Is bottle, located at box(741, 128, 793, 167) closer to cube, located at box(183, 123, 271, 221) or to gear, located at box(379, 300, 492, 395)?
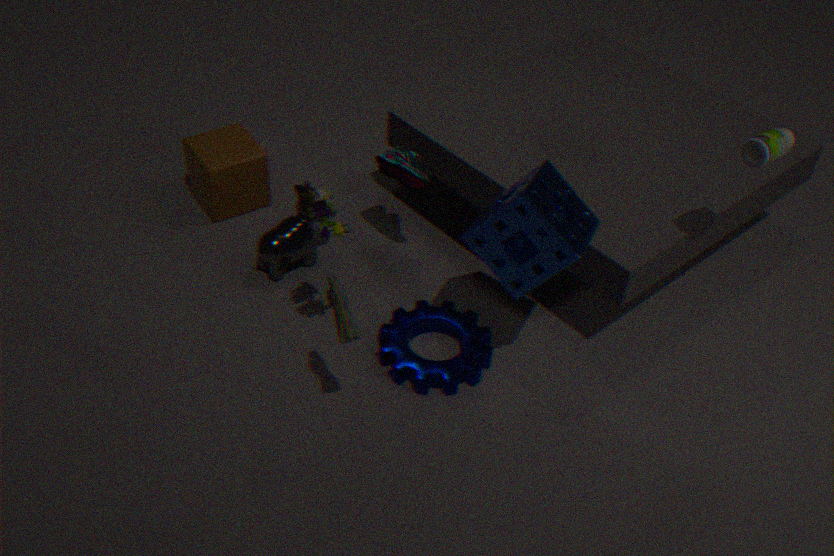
gear, located at box(379, 300, 492, 395)
